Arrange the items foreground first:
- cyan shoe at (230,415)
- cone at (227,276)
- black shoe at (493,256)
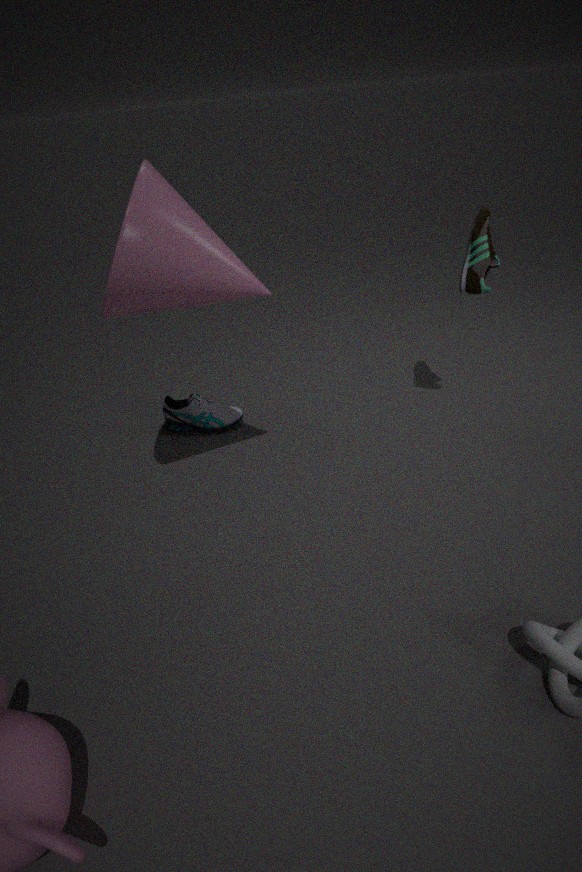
1. cone at (227,276)
2. black shoe at (493,256)
3. cyan shoe at (230,415)
